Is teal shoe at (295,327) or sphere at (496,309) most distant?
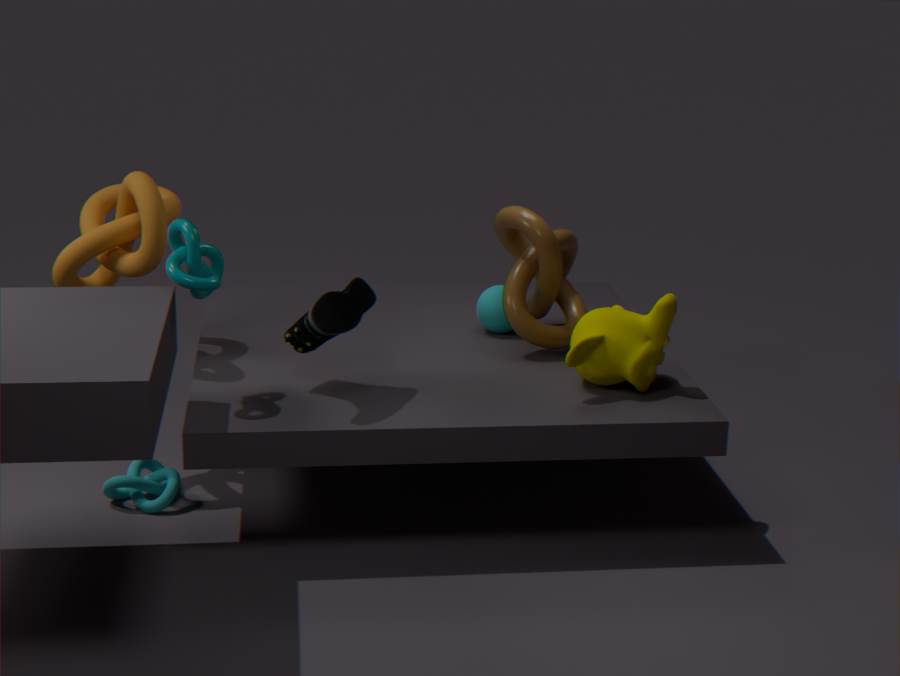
sphere at (496,309)
